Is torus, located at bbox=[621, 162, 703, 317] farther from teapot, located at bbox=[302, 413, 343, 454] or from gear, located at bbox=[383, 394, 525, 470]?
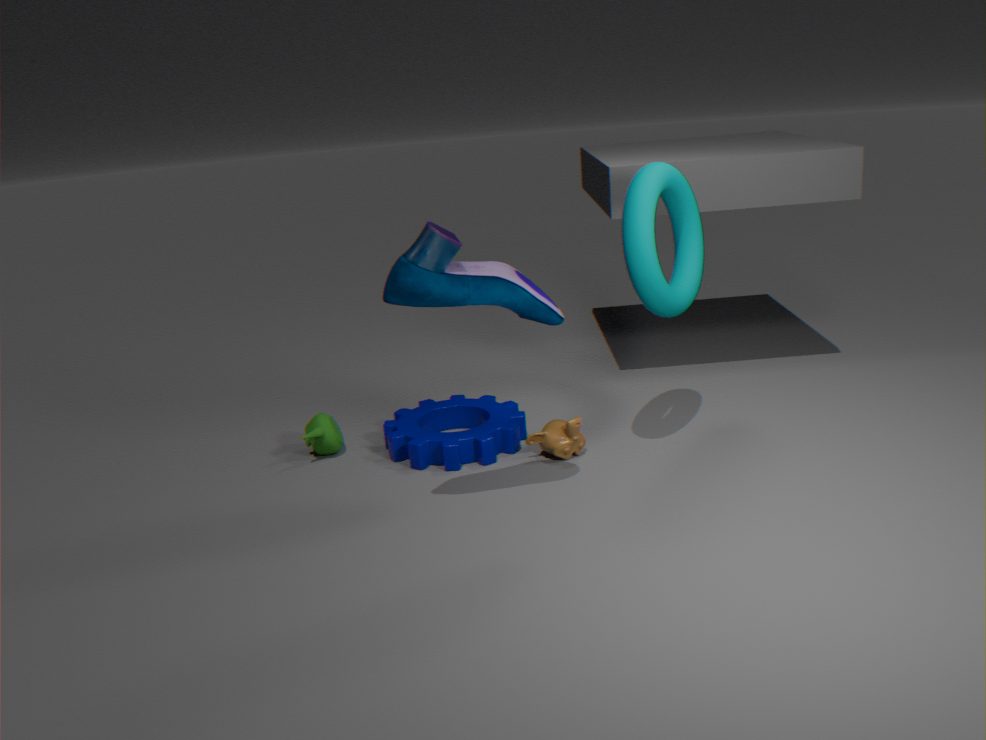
teapot, located at bbox=[302, 413, 343, 454]
